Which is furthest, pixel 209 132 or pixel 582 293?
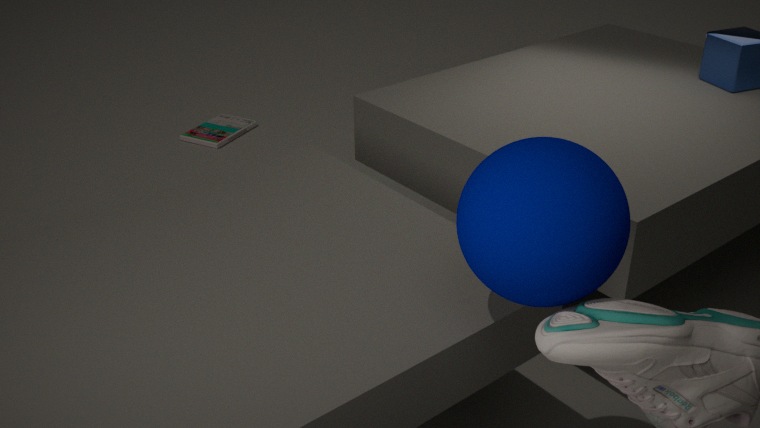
pixel 209 132
